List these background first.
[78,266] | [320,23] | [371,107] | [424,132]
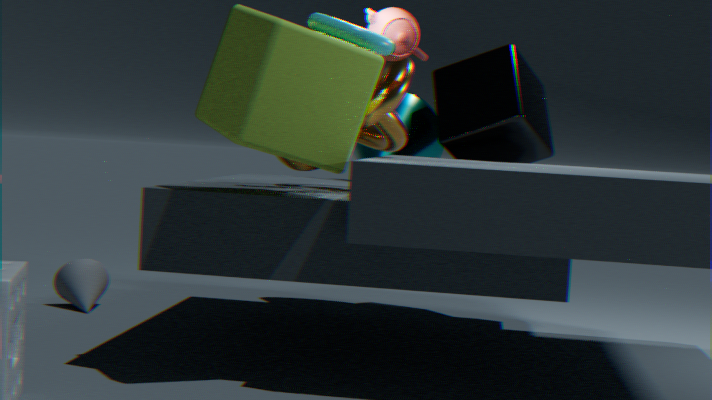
[424,132], [78,266], [371,107], [320,23]
